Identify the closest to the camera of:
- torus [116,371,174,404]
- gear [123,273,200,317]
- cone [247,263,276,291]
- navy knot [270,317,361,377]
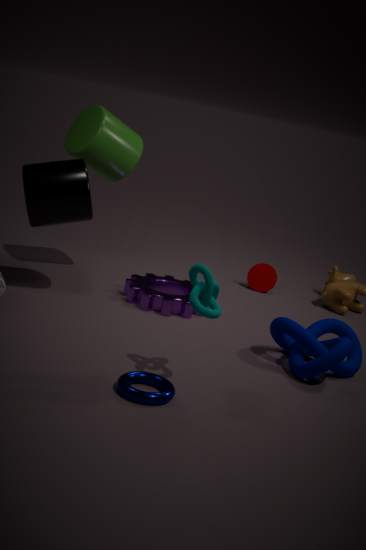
torus [116,371,174,404]
